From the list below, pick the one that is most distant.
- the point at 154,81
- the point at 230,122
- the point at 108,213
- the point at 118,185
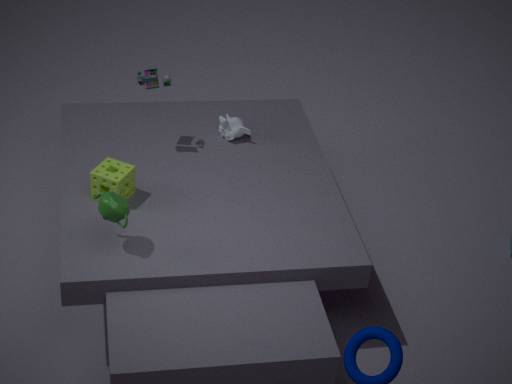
the point at 230,122
